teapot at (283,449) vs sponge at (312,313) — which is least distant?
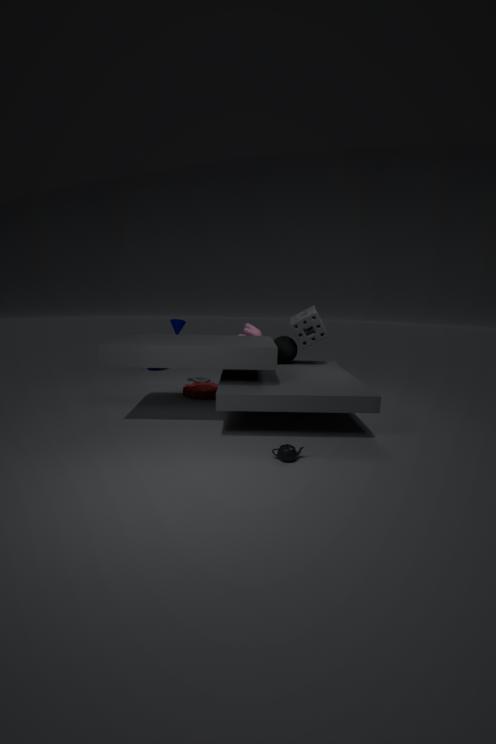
teapot at (283,449)
